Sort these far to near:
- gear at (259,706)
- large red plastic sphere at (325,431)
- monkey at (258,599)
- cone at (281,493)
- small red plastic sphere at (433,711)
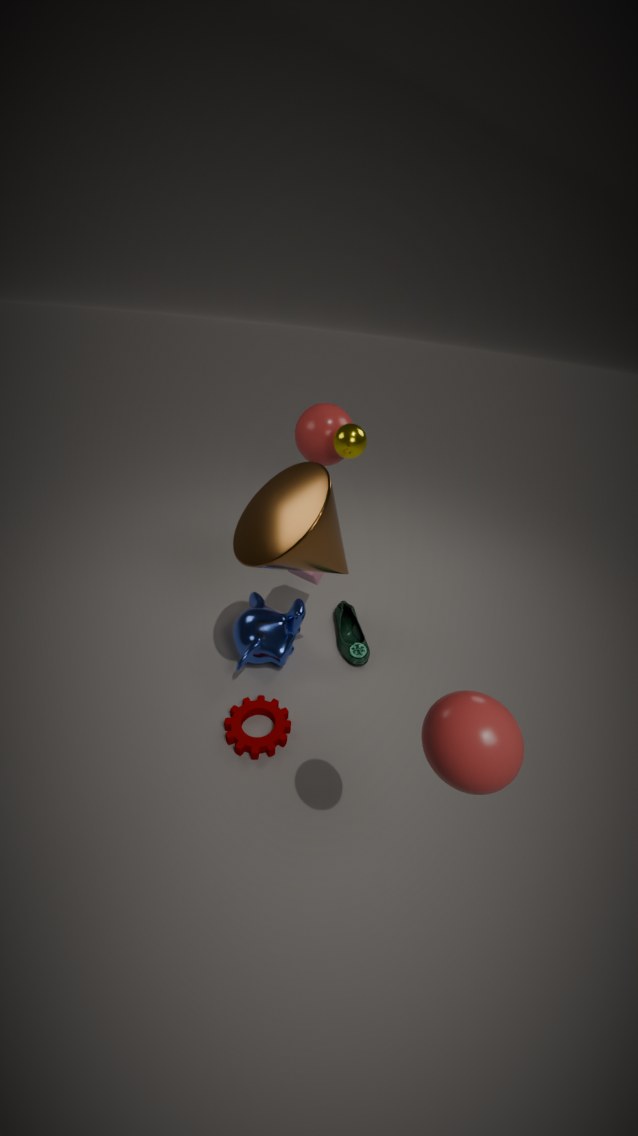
large red plastic sphere at (325,431), monkey at (258,599), gear at (259,706), cone at (281,493), small red plastic sphere at (433,711)
